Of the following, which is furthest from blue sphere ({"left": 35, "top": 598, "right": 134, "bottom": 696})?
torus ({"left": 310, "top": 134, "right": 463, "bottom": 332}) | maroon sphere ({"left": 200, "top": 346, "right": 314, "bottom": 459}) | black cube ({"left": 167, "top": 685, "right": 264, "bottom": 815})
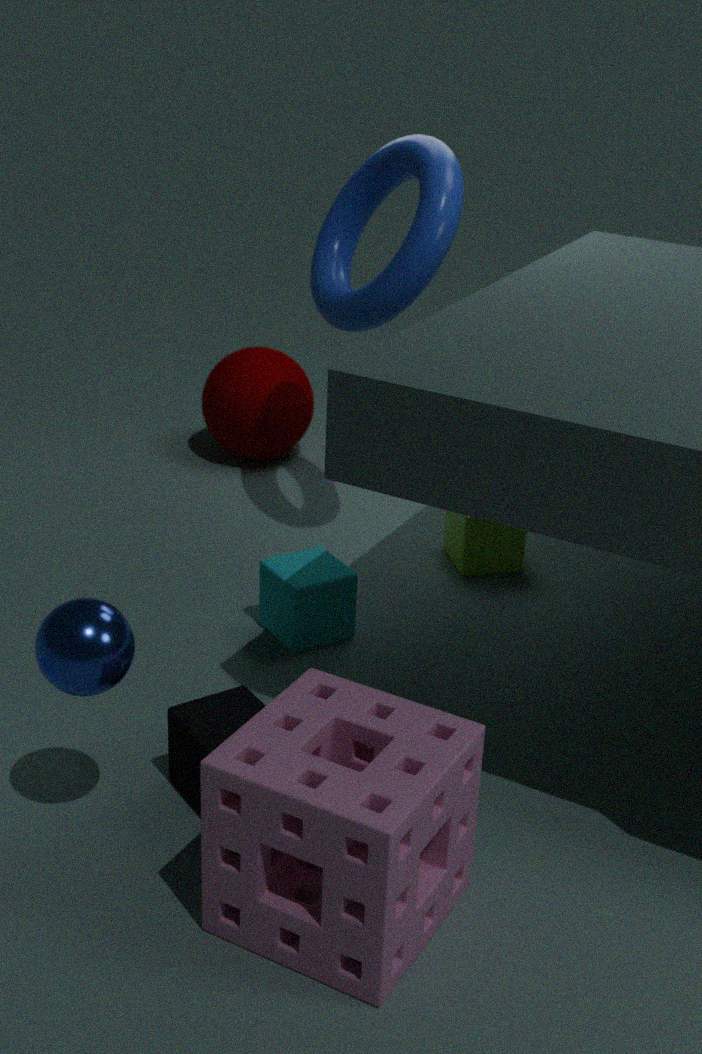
maroon sphere ({"left": 200, "top": 346, "right": 314, "bottom": 459})
